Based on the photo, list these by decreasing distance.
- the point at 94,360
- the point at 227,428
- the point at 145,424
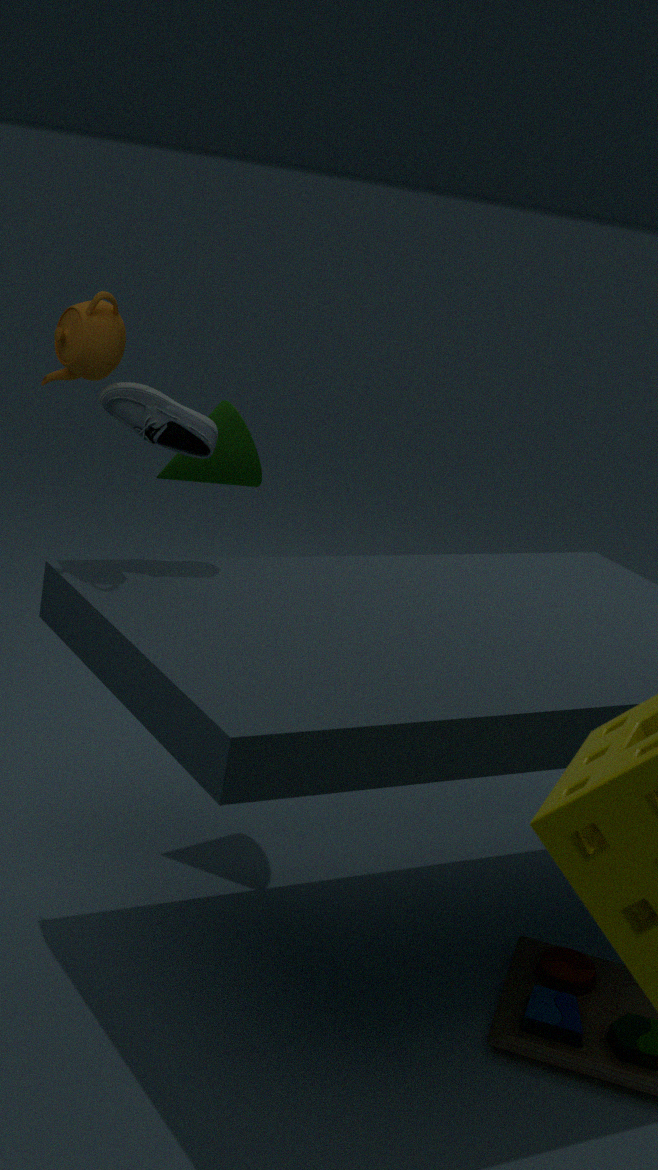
the point at 227,428 < the point at 145,424 < the point at 94,360
